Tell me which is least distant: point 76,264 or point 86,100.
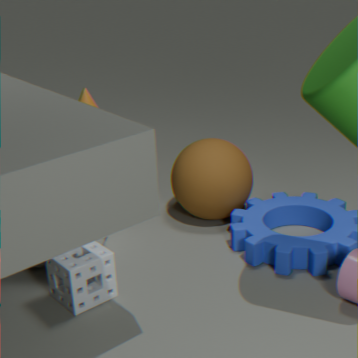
point 76,264
